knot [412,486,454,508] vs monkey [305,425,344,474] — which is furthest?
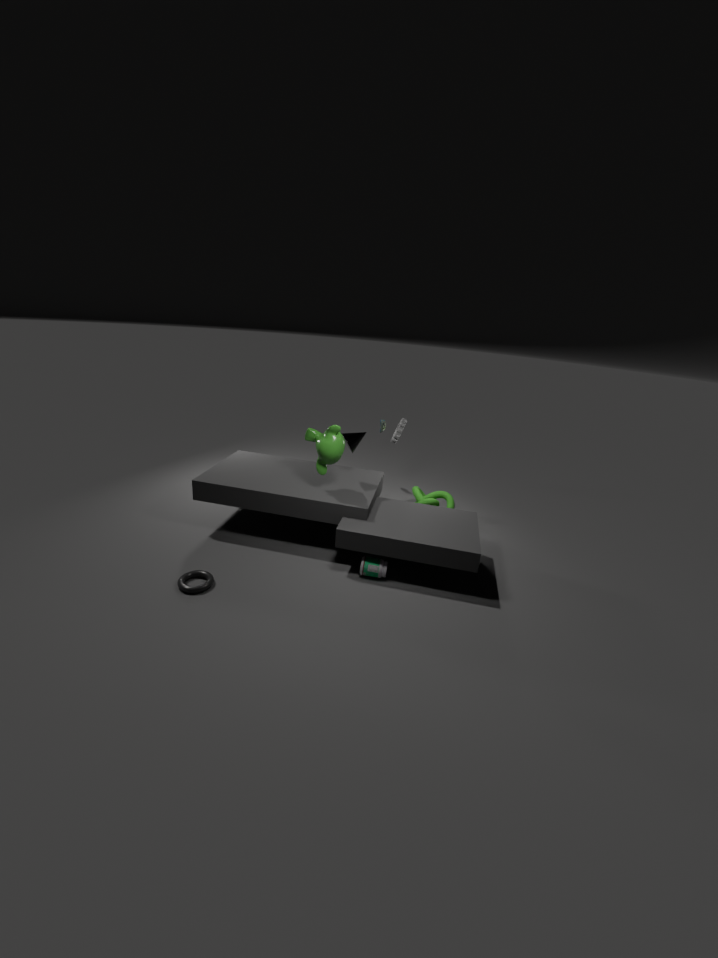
knot [412,486,454,508]
